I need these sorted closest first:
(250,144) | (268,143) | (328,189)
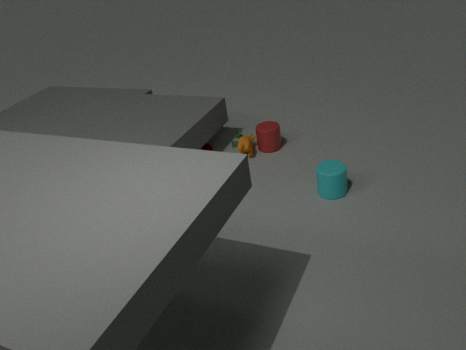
(328,189), (250,144), (268,143)
